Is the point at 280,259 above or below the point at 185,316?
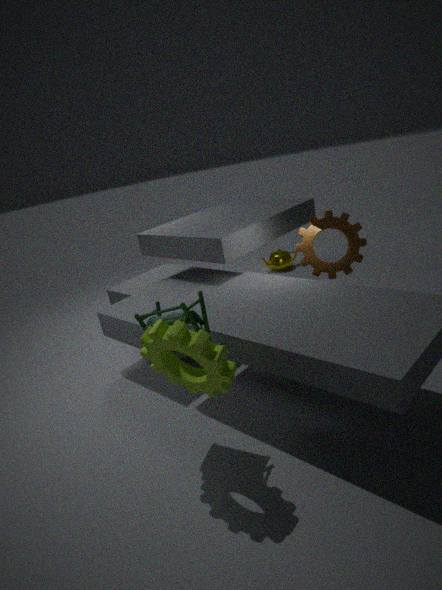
below
